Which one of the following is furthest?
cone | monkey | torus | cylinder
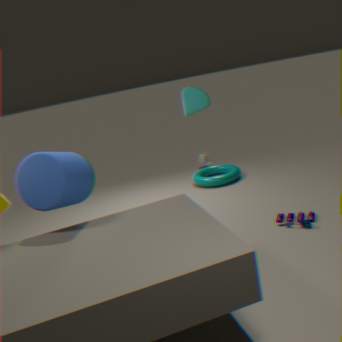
monkey
